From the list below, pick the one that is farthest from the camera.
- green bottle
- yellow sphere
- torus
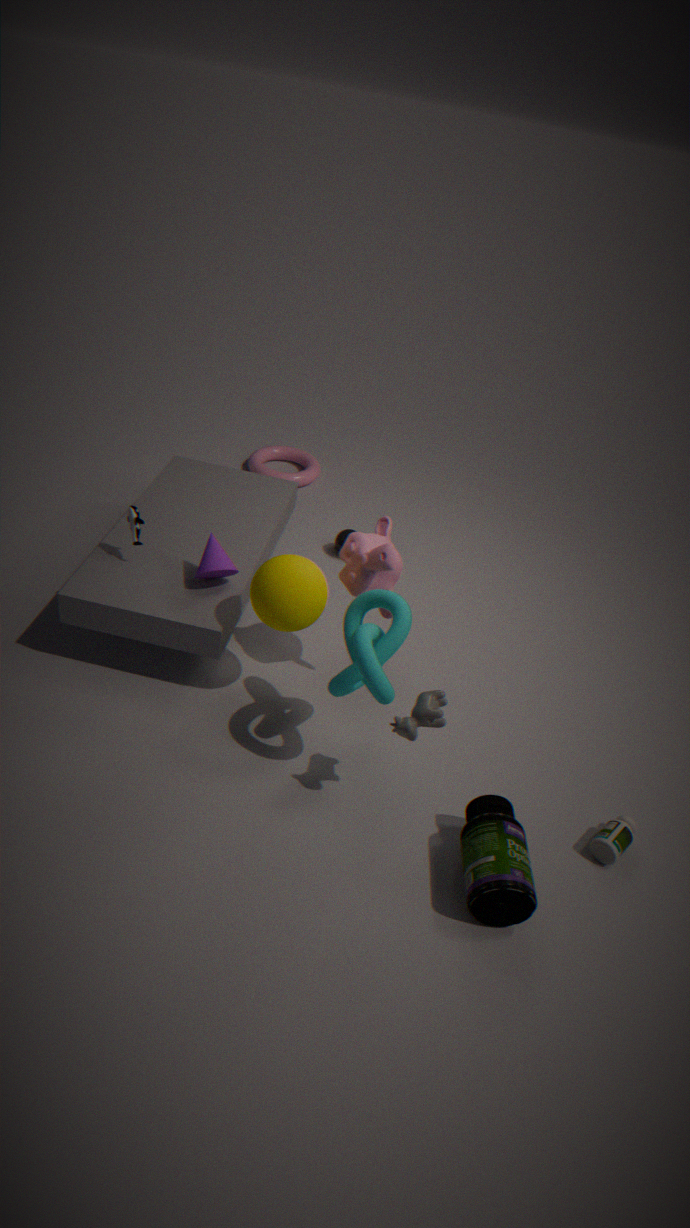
torus
